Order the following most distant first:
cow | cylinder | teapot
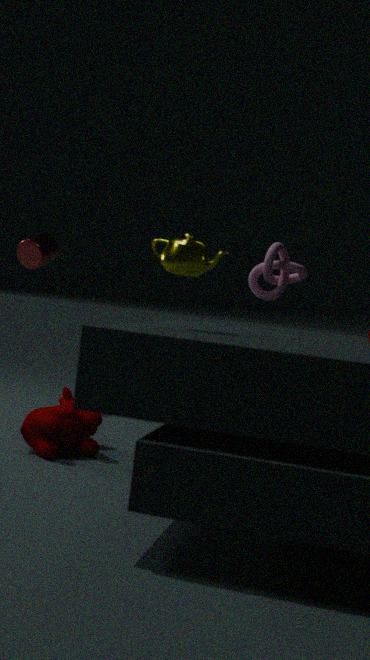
cylinder → cow → teapot
